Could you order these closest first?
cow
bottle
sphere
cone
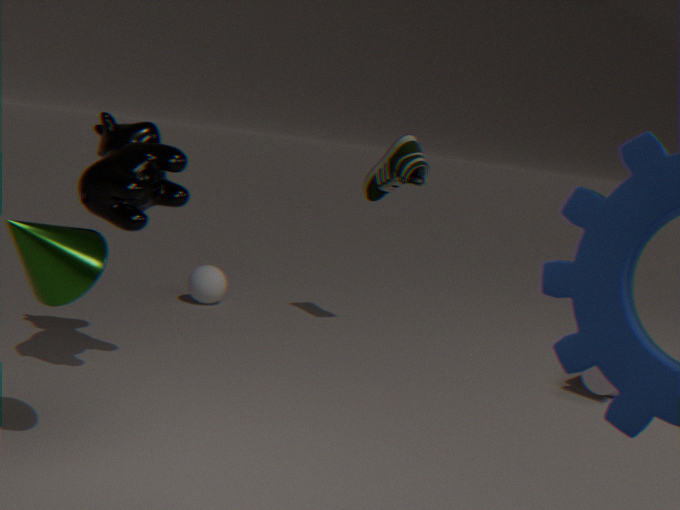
1. cone
2. cow
3. bottle
4. sphere
